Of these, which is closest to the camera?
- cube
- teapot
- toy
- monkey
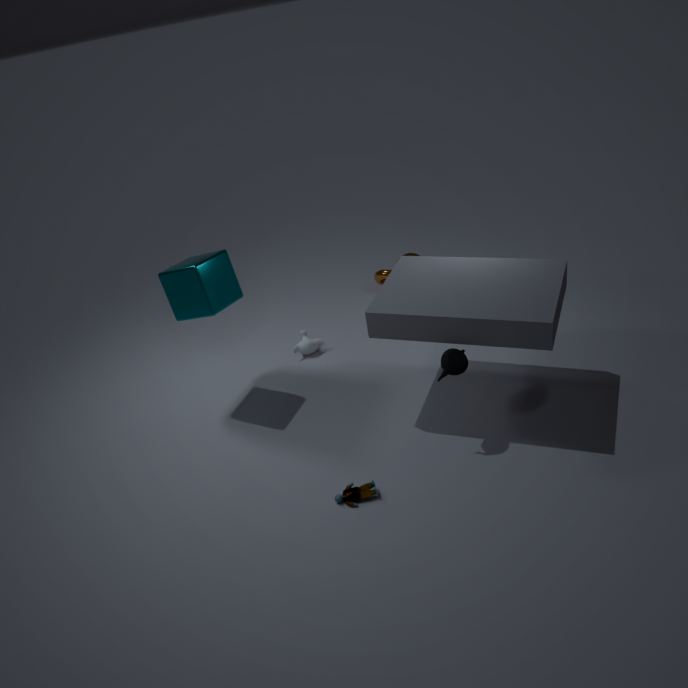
toy
